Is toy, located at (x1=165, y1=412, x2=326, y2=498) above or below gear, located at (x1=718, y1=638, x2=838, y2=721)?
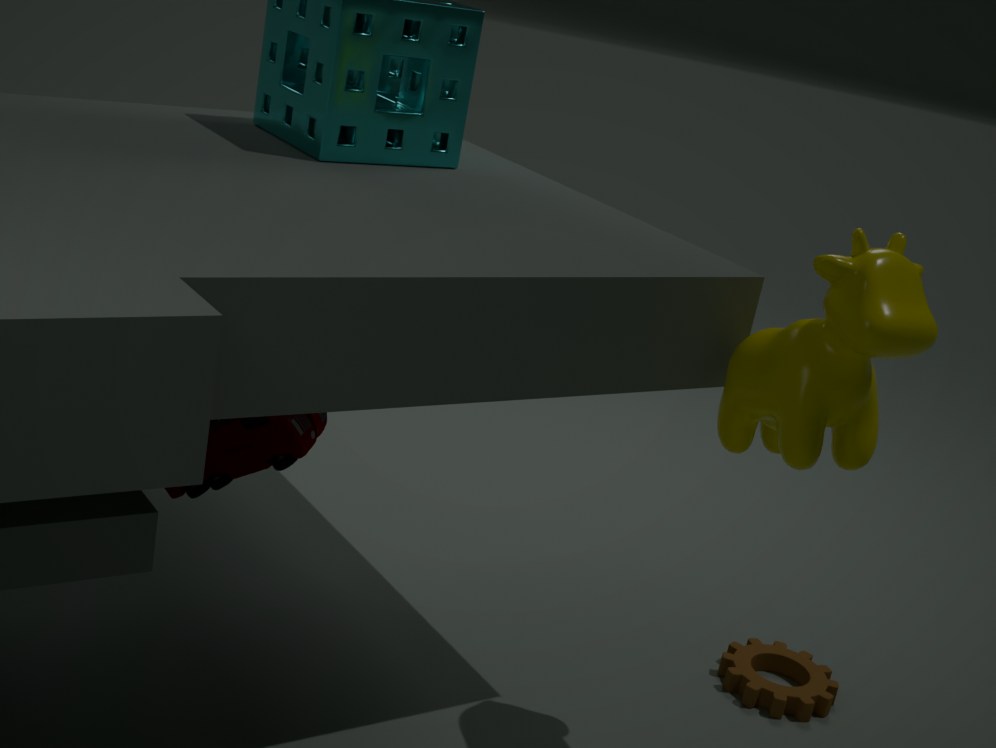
above
